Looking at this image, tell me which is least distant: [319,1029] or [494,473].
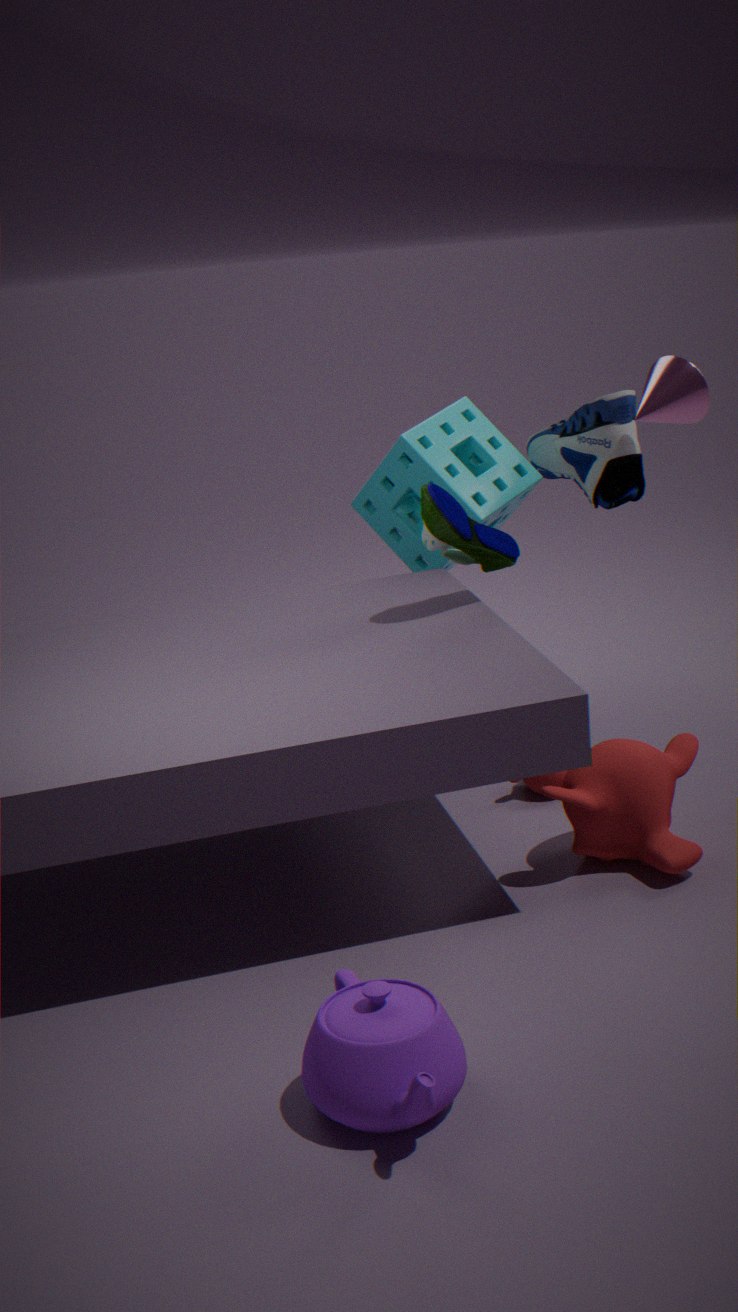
[319,1029]
